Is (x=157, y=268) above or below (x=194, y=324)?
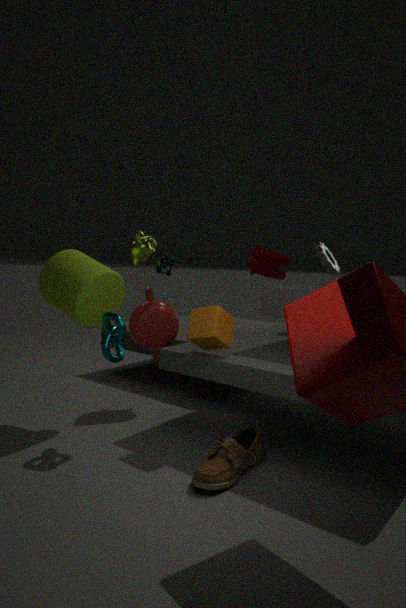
above
